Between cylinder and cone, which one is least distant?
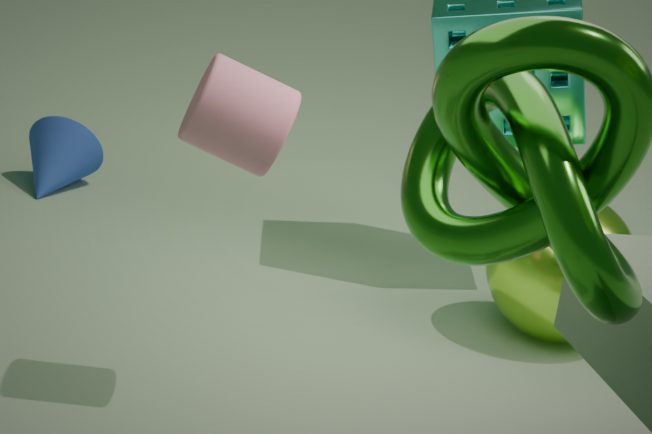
cylinder
